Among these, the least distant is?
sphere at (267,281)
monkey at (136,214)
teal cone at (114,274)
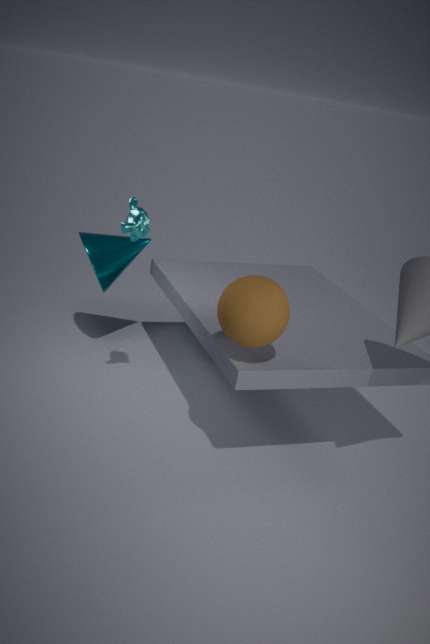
sphere at (267,281)
